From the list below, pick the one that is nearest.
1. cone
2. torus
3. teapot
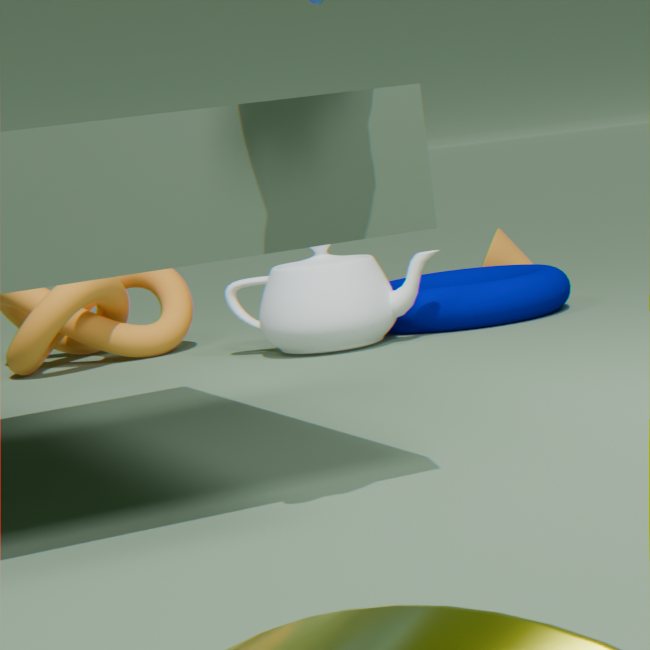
teapot
